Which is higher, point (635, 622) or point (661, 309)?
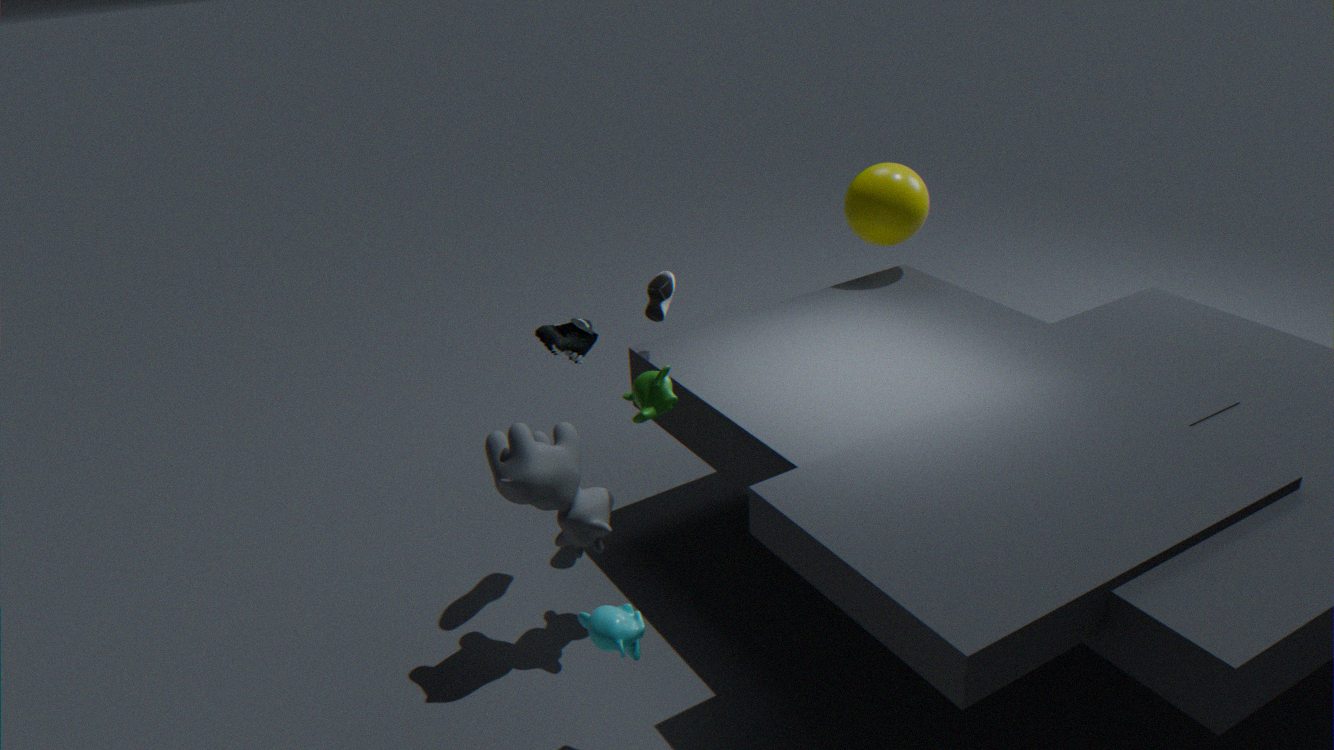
point (661, 309)
